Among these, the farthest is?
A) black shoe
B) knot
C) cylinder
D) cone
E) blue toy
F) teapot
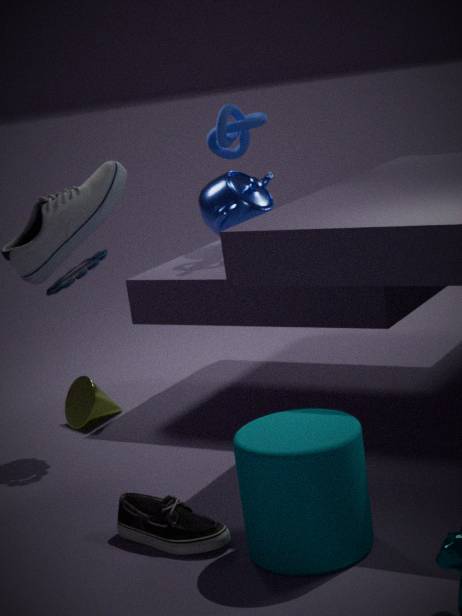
teapot
